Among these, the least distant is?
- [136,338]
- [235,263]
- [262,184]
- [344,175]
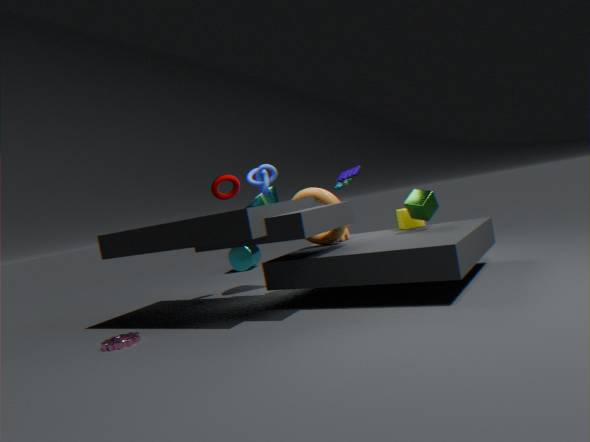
[136,338]
